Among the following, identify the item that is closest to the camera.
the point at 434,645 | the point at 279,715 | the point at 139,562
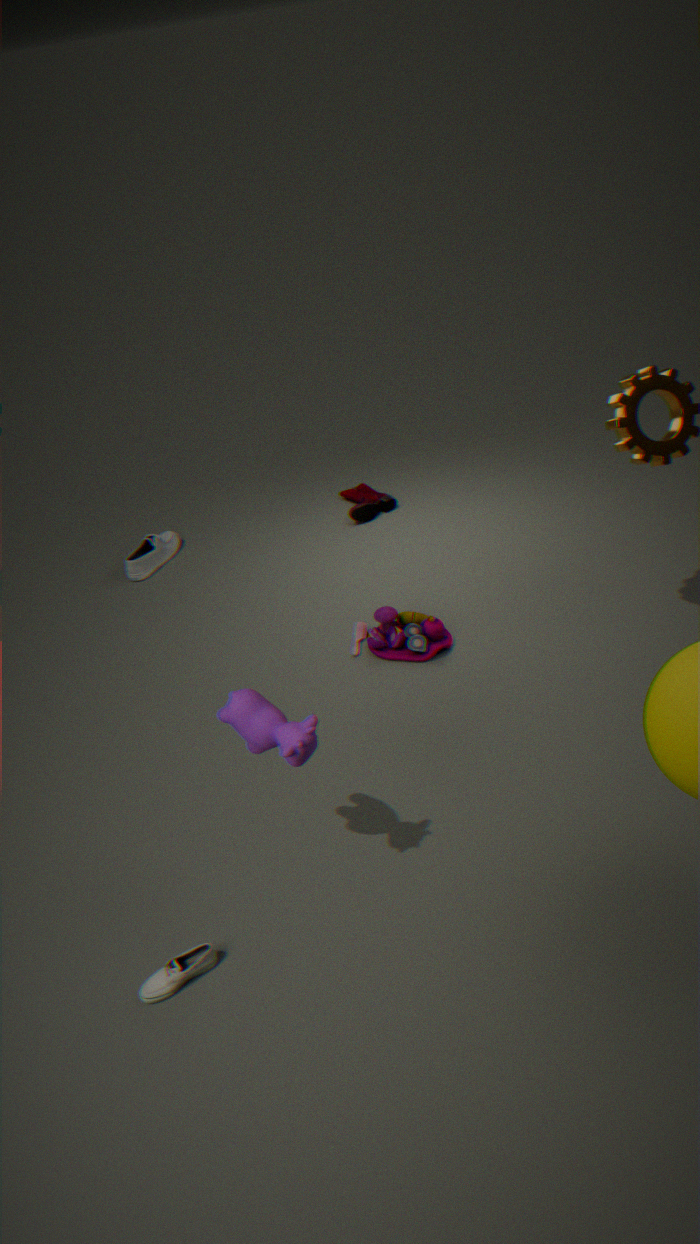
the point at 279,715
